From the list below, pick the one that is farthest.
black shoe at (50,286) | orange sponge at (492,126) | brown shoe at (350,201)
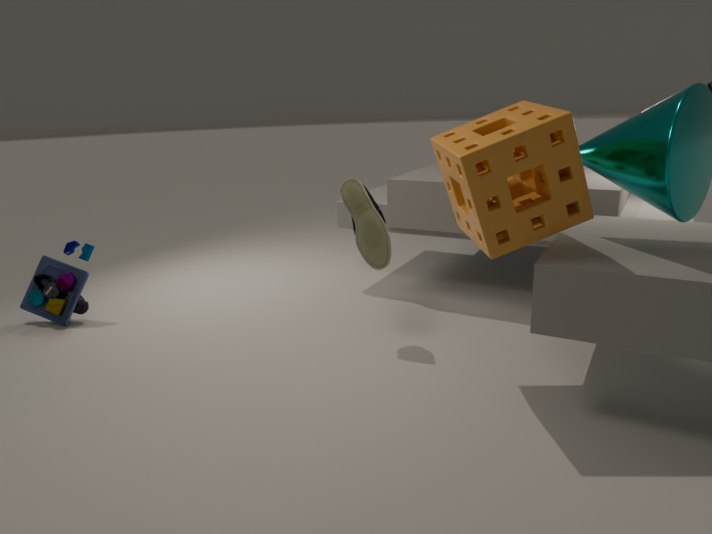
black shoe at (50,286)
